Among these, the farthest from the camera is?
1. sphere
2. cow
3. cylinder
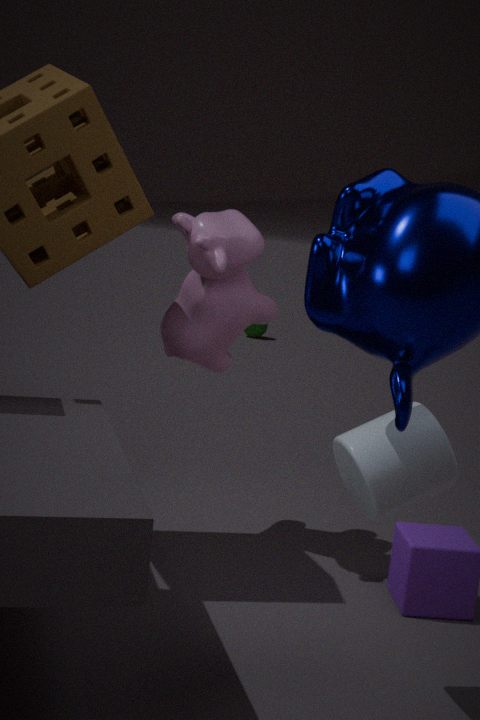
sphere
